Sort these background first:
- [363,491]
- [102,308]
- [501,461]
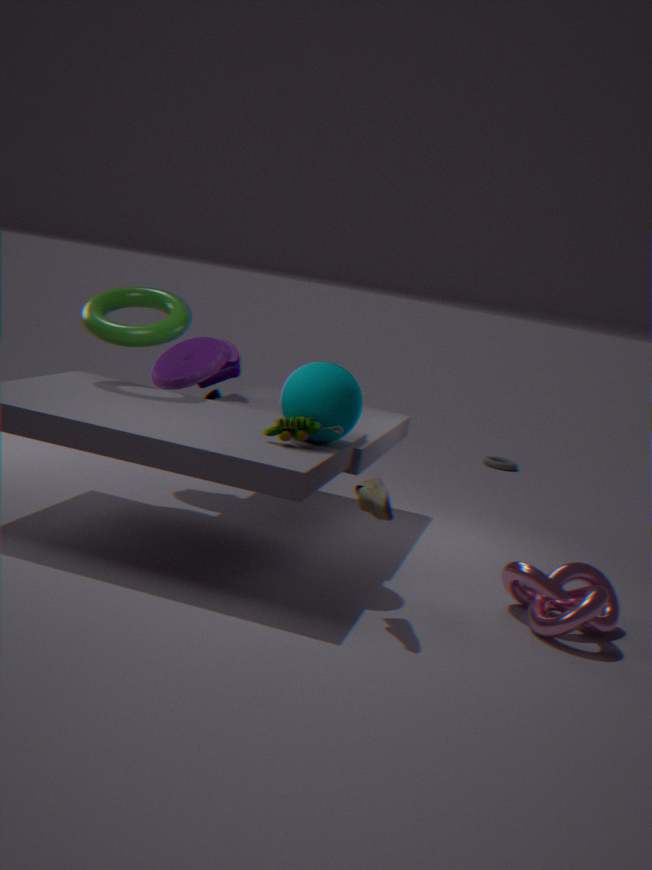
[501,461], [102,308], [363,491]
